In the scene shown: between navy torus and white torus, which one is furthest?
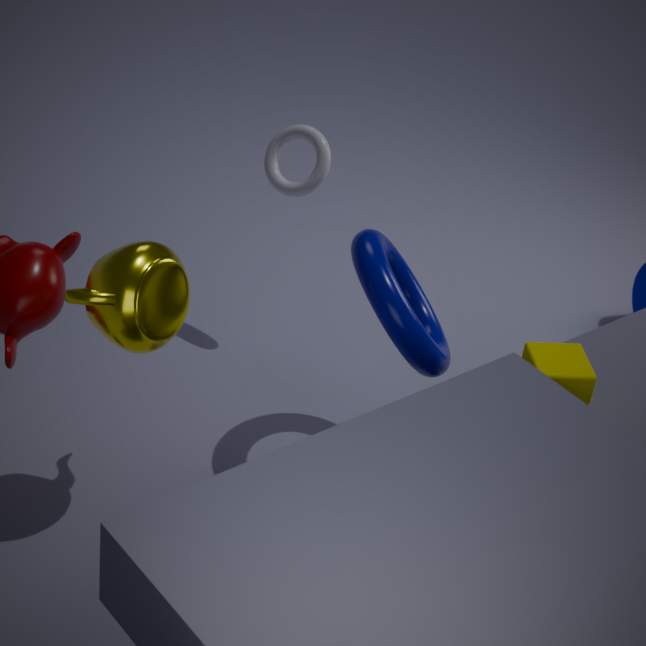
white torus
